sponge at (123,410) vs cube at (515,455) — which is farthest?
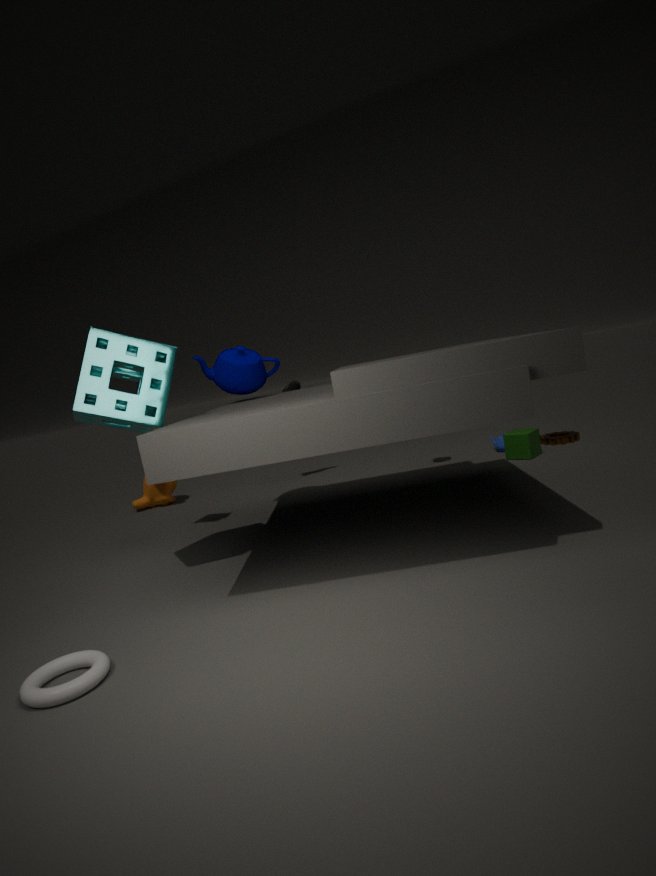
cube at (515,455)
